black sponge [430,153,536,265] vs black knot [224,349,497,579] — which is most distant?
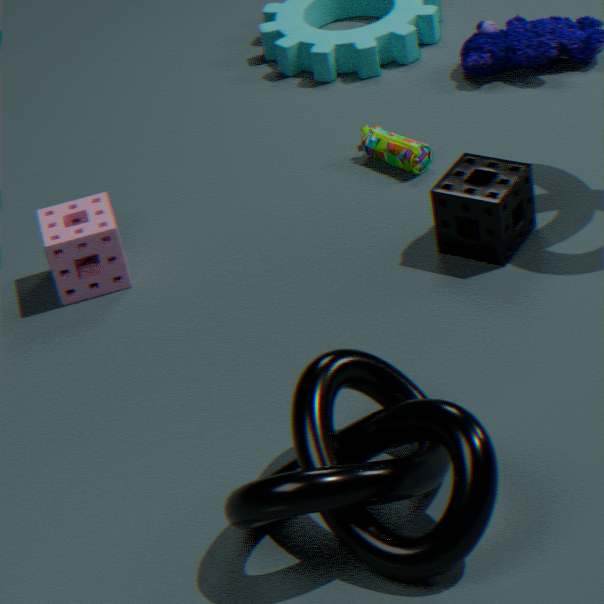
black sponge [430,153,536,265]
